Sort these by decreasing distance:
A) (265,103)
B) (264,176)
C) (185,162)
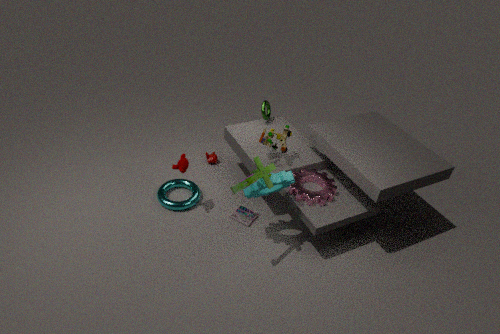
A. (265,103) → C. (185,162) → B. (264,176)
